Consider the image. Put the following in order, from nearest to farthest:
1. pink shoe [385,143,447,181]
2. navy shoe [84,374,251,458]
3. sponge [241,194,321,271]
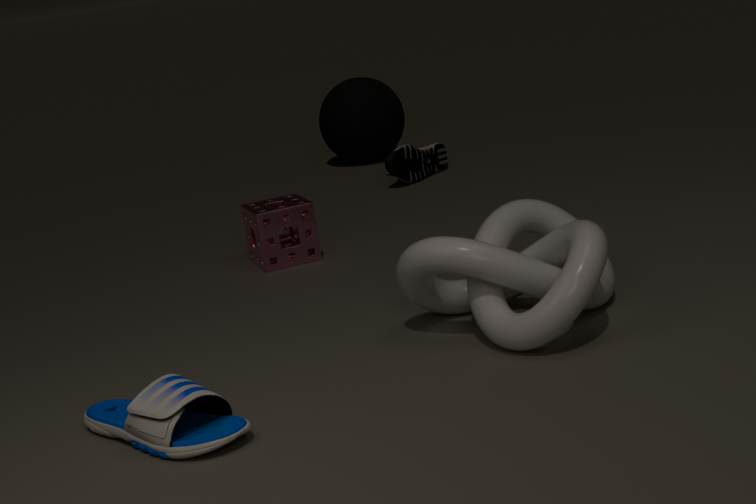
navy shoe [84,374,251,458]
sponge [241,194,321,271]
pink shoe [385,143,447,181]
